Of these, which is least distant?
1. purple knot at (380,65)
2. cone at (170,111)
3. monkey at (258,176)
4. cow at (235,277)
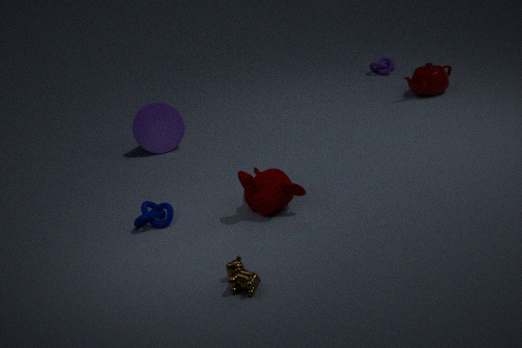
cow at (235,277)
